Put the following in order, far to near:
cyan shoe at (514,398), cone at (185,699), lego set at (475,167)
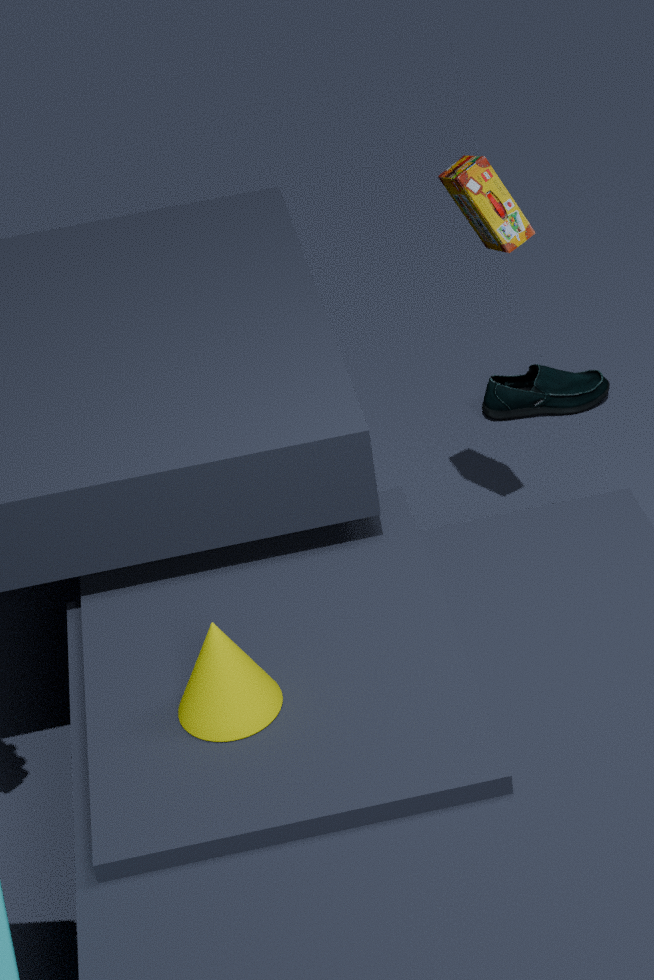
cyan shoe at (514,398) < lego set at (475,167) < cone at (185,699)
